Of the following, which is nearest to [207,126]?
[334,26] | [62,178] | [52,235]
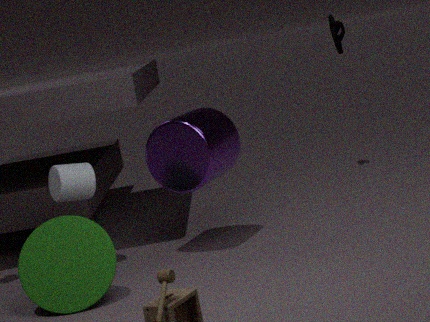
[62,178]
